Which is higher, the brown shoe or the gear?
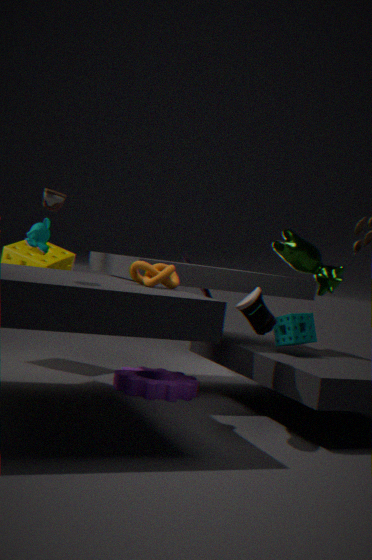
the brown shoe
